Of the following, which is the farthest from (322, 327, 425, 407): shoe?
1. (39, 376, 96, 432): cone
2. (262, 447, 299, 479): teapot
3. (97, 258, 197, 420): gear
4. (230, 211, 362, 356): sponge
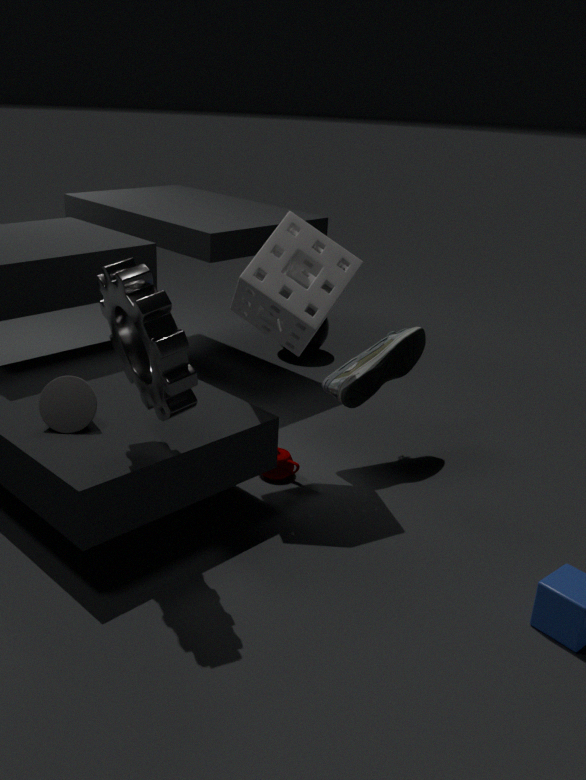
(39, 376, 96, 432): cone
